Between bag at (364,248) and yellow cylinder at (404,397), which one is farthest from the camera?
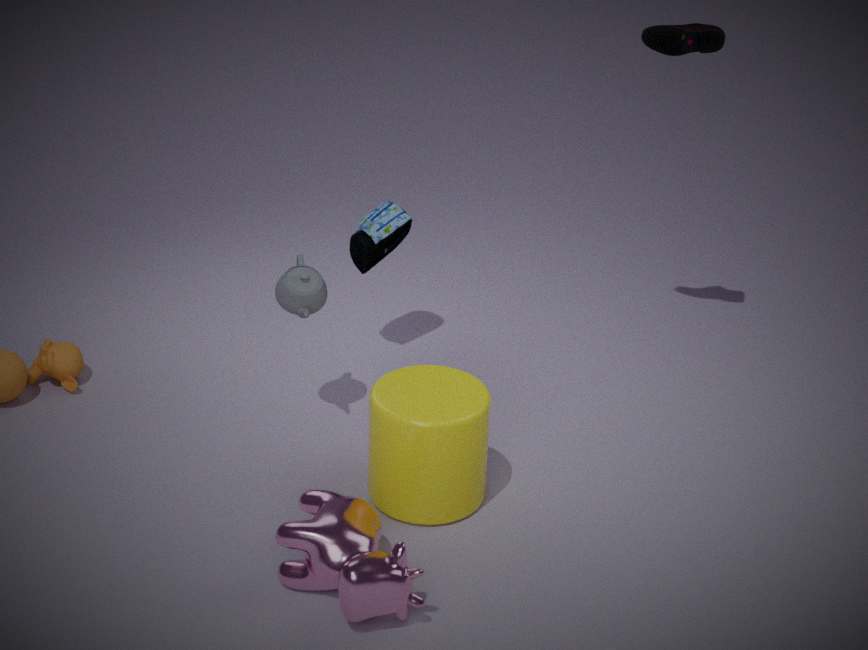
bag at (364,248)
